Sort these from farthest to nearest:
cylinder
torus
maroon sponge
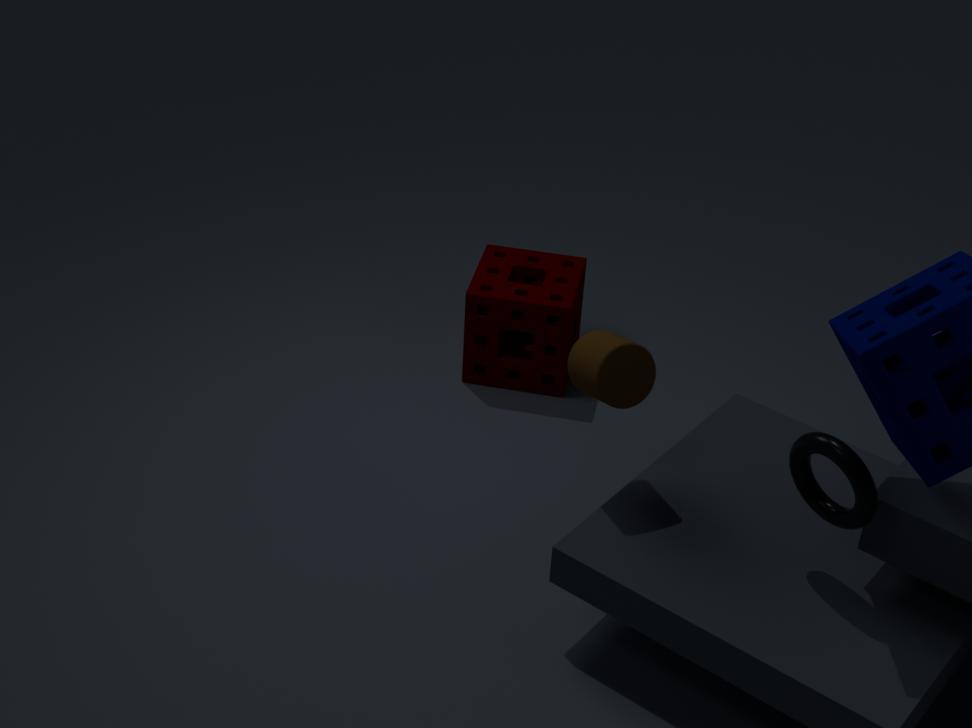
maroon sponge
cylinder
torus
